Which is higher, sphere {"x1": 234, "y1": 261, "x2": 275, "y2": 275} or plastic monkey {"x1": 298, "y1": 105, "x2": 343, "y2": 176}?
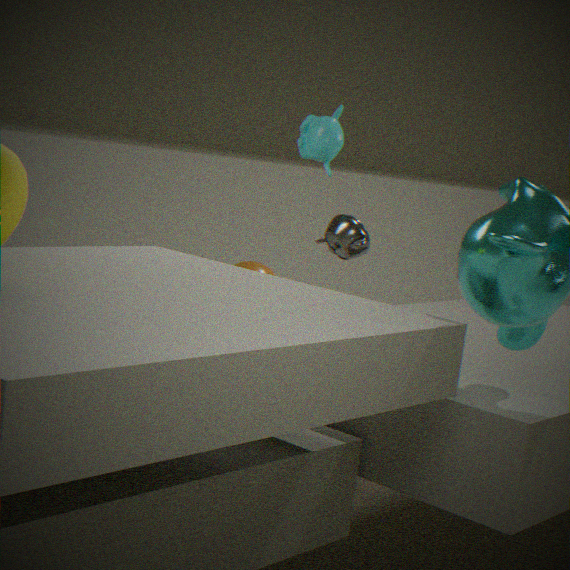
plastic monkey {"x1": 298, "y1": 105, "x2": 343, "y2": 176}
